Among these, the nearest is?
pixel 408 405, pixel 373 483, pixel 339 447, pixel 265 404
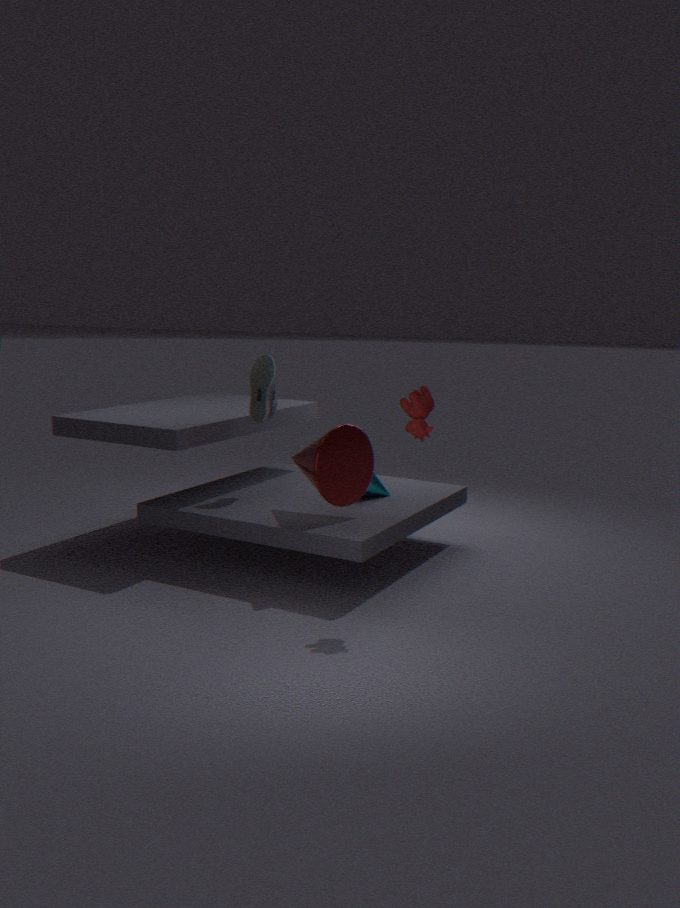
pixel 408 405
